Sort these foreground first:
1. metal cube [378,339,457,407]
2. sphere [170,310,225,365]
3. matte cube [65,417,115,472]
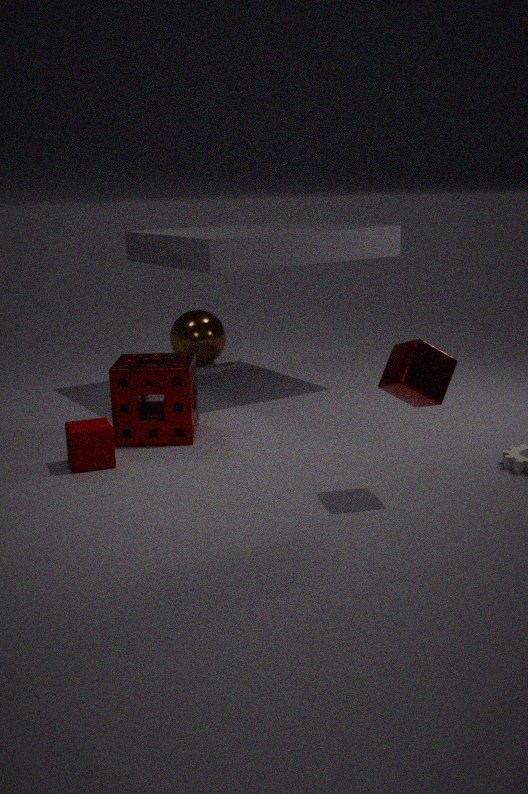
Answer: metal cube [378,339,457,407], matte cube [65,417,115,472], sphere [170,310,225,365]
